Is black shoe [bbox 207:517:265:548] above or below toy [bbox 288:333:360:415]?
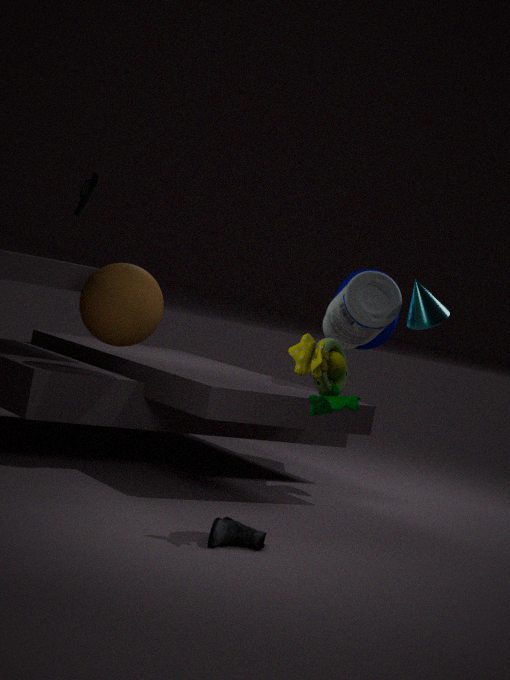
below
